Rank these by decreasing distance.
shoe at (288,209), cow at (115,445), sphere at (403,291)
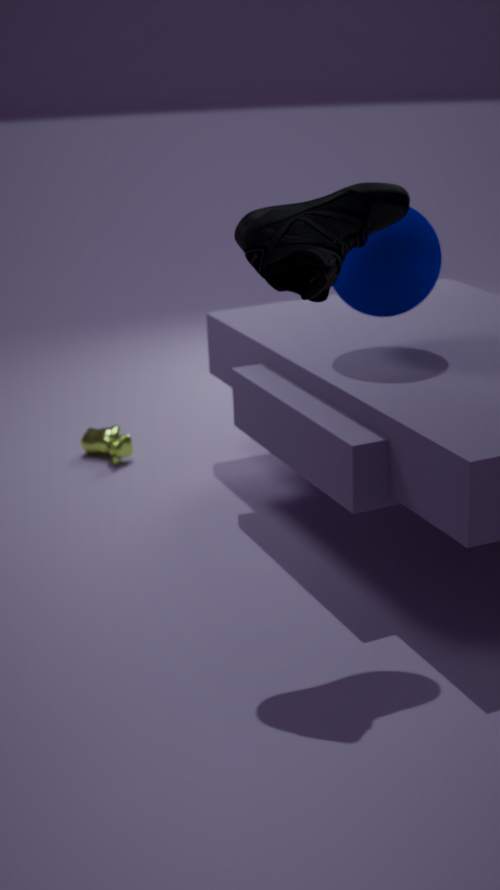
1. cow at (115,445)
2. sphere at (403,291)
3. shoe at (288,209)
